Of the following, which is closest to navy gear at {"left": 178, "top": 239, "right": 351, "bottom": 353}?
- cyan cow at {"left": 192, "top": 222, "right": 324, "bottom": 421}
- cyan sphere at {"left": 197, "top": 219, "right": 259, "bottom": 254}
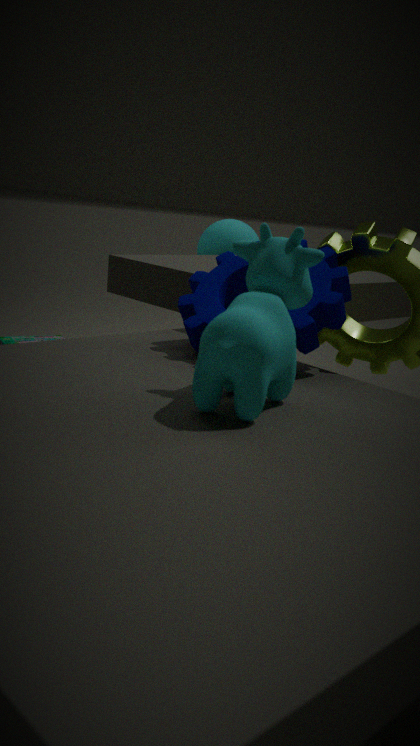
cyan cow at {"left": 192, "top": 222, "right": 324, "bottom": 421}
